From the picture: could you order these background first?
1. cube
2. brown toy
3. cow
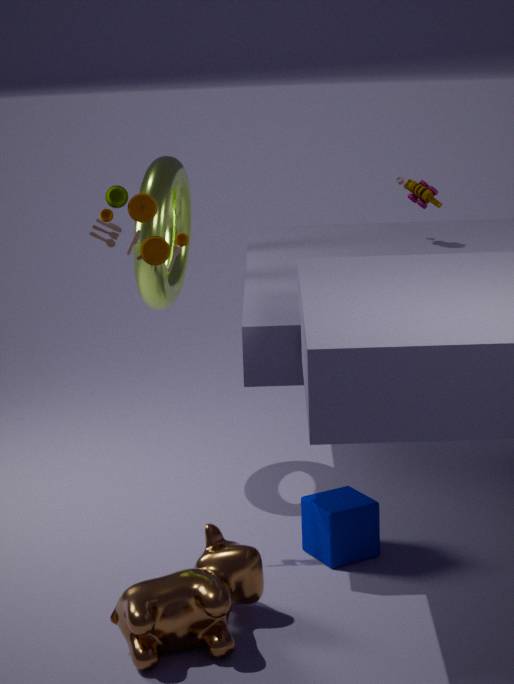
brown toy → cube → cow
